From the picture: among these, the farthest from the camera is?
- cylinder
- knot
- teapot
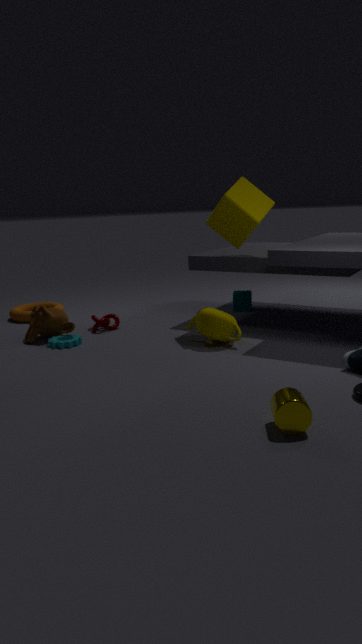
knot
